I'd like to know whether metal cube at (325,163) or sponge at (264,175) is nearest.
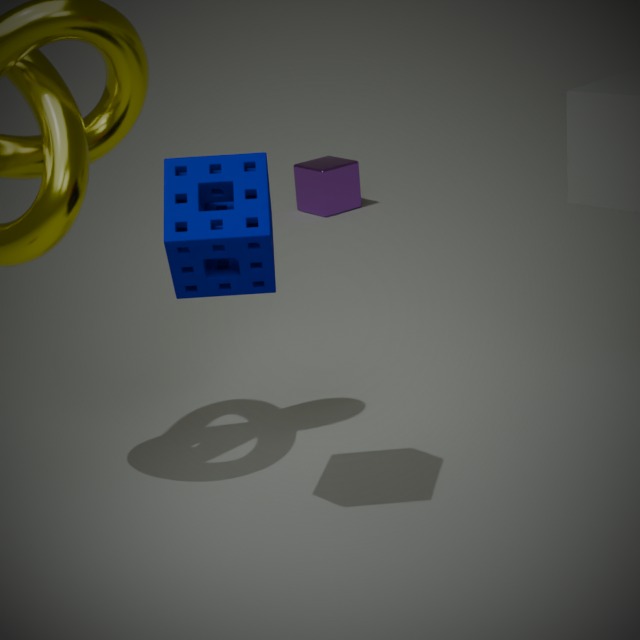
sponge at (264,175)
